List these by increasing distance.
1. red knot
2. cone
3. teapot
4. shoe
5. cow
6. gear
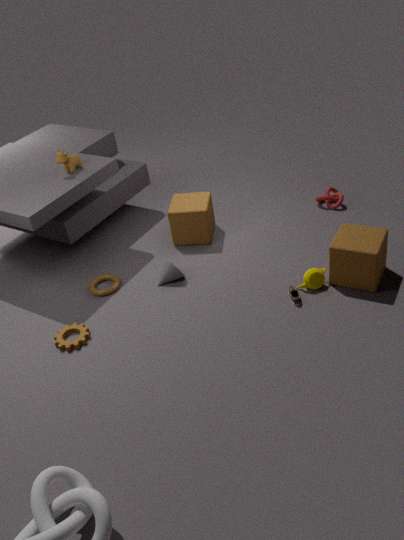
gear → shoe → teapot → cone → cow → red knot
